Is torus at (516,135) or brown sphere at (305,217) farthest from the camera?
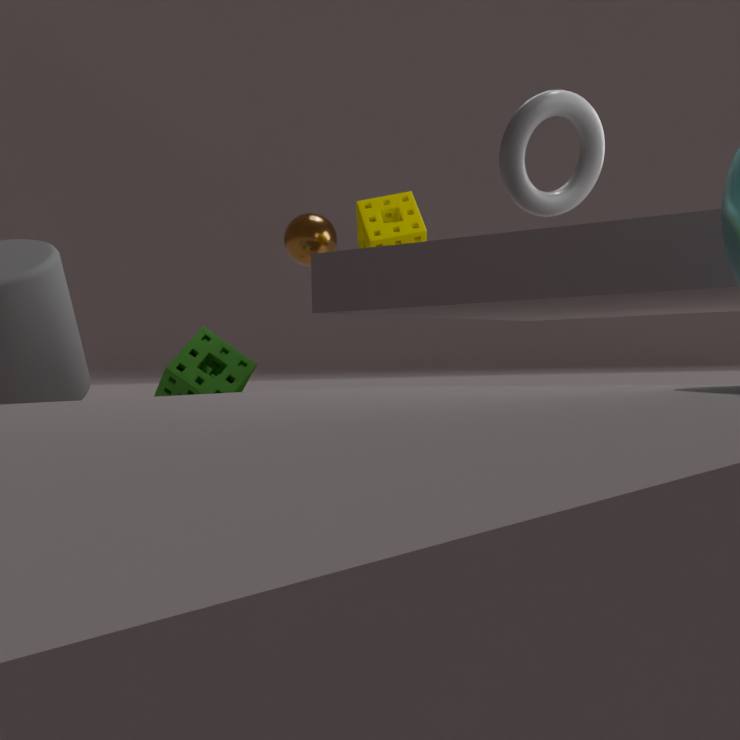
brown sphere at (305,217)
